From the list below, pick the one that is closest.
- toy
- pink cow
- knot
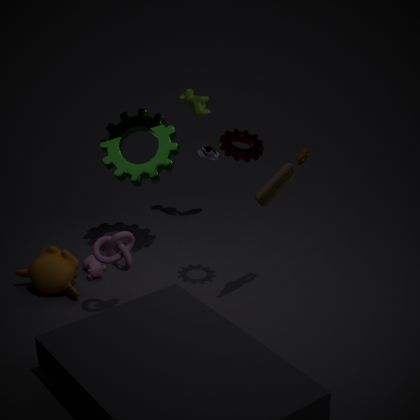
toy
